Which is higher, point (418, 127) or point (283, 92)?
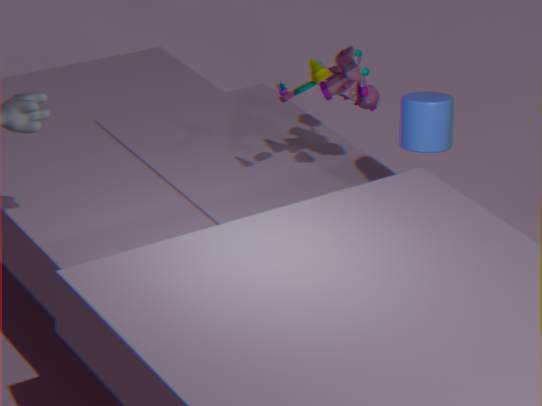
point (283, 92)
